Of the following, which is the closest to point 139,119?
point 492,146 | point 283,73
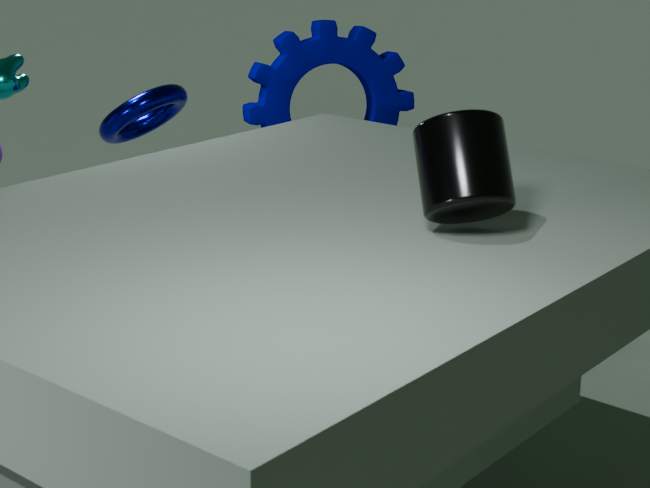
point 283,73
